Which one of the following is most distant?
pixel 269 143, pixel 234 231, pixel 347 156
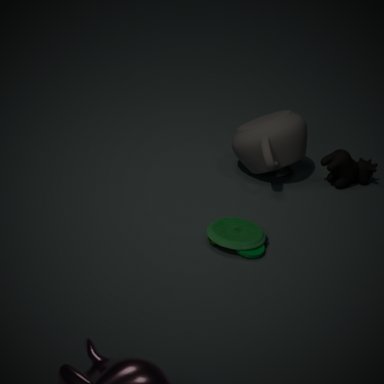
pixel 347 156
